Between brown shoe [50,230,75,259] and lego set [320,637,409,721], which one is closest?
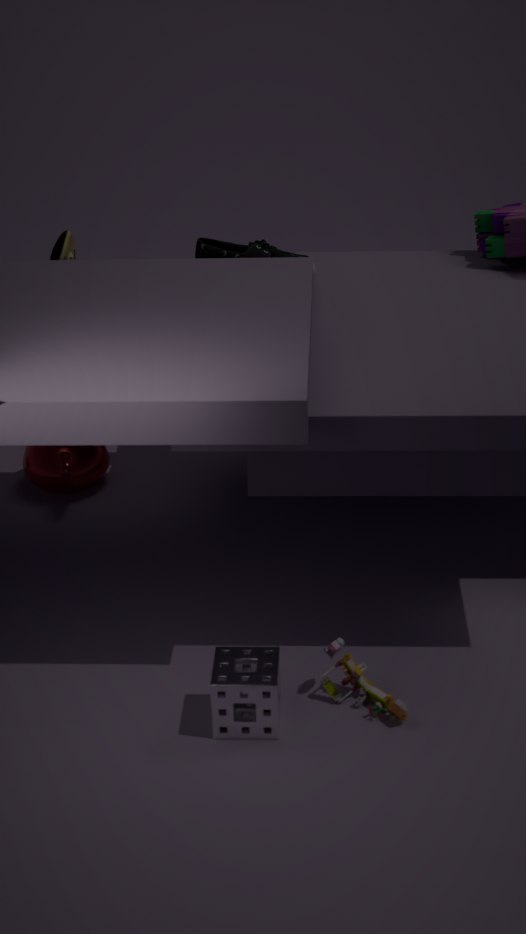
lego set [320,637,409,721]
